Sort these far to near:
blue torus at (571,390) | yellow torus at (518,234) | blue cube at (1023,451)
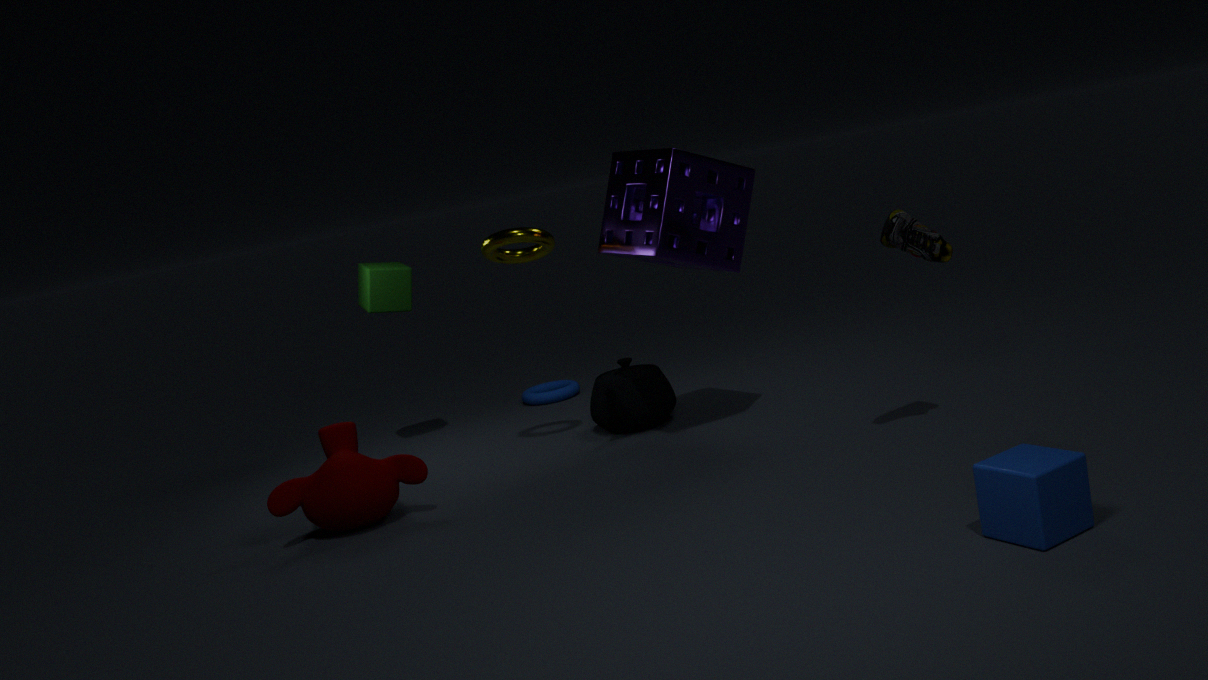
1. blue torus at (571,390)
2. yellow torus at (518,234)
3. blue cube at (1023,451)
